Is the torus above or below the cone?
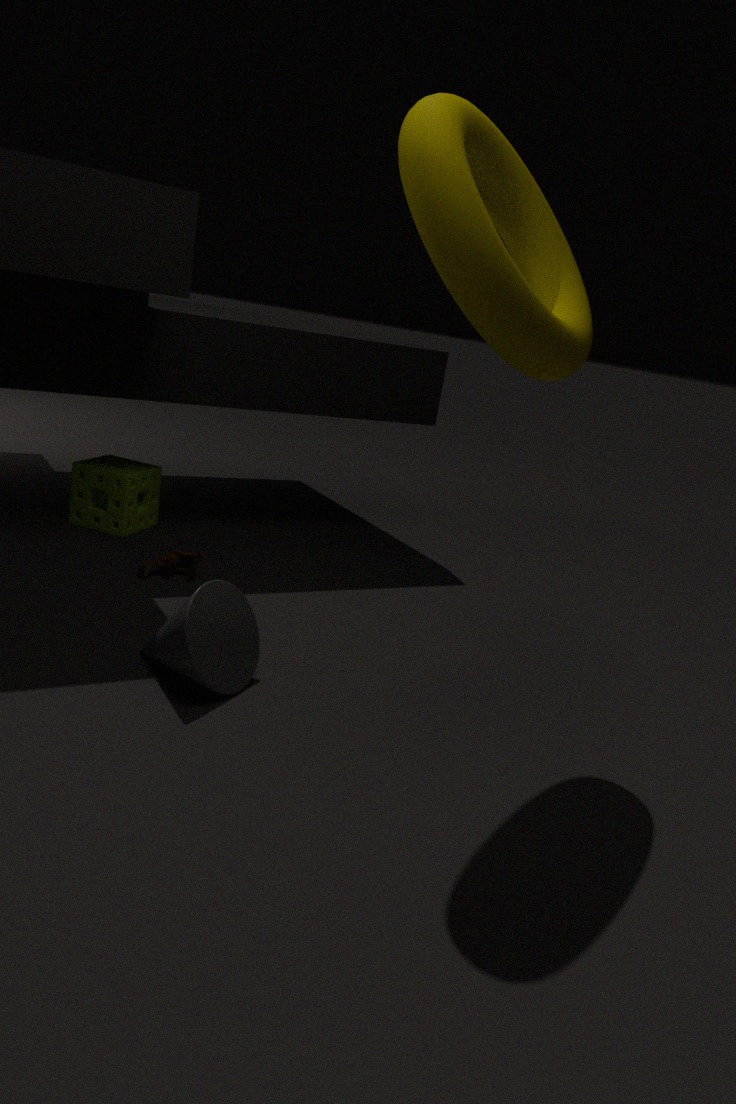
above
